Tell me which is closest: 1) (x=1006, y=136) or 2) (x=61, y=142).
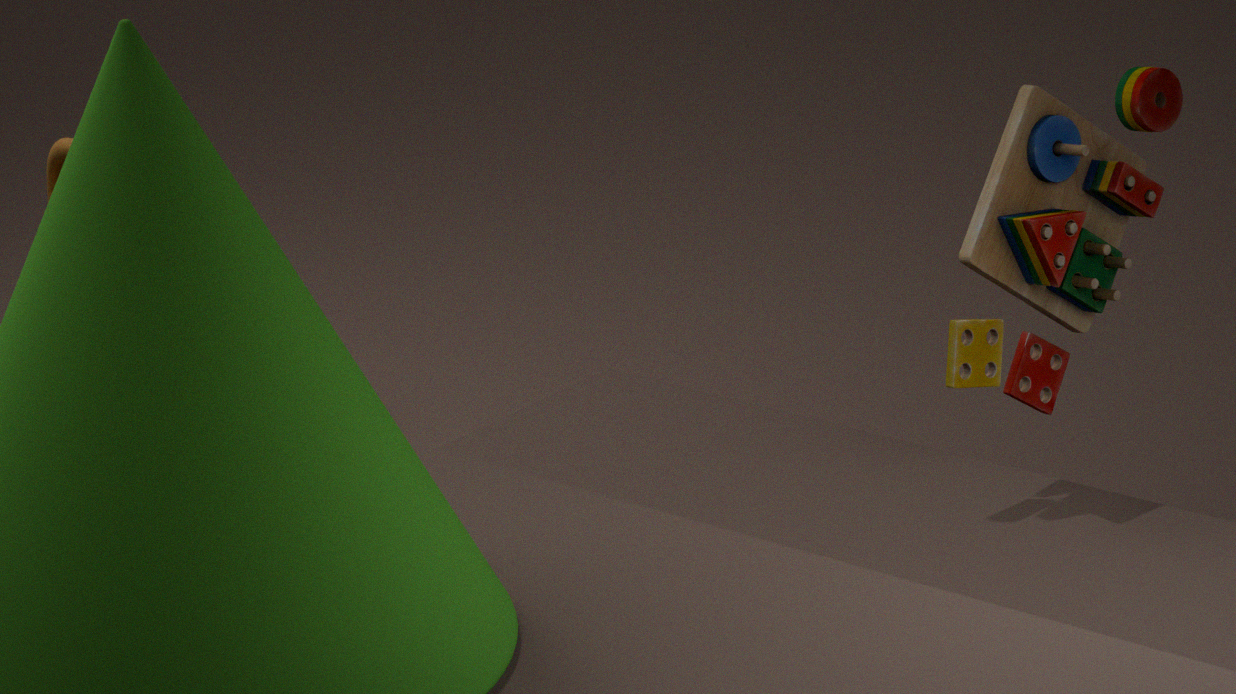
1. (x=1006, y=136)
